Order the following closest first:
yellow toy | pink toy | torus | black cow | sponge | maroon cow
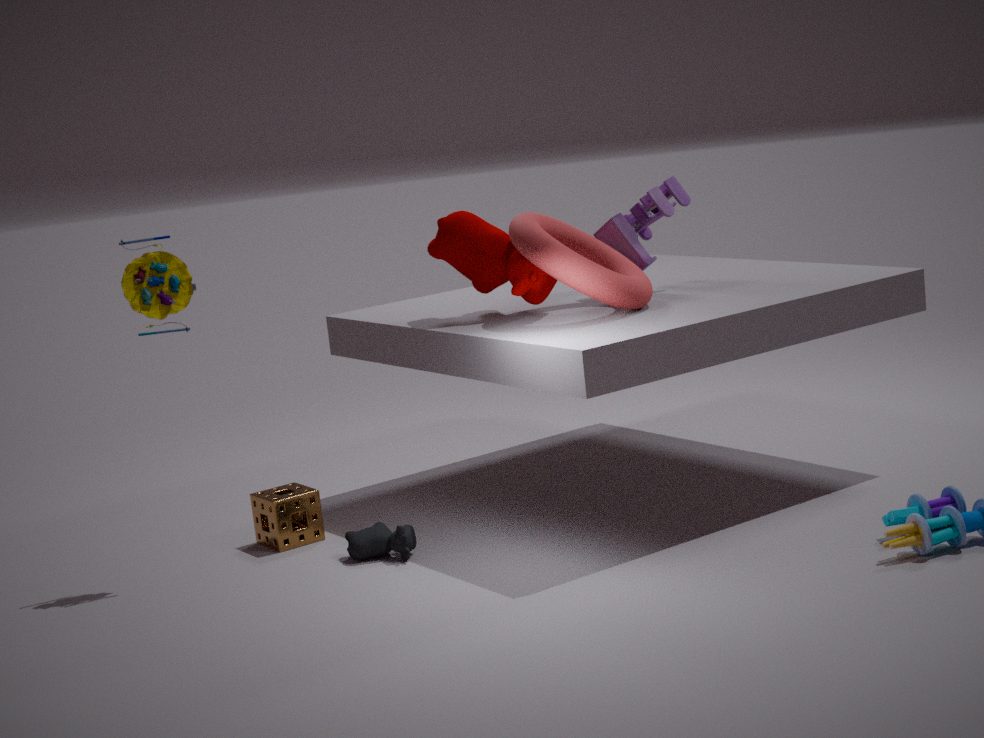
torus, yellow toy, black cow, maroon cow, sponge, pink toy
